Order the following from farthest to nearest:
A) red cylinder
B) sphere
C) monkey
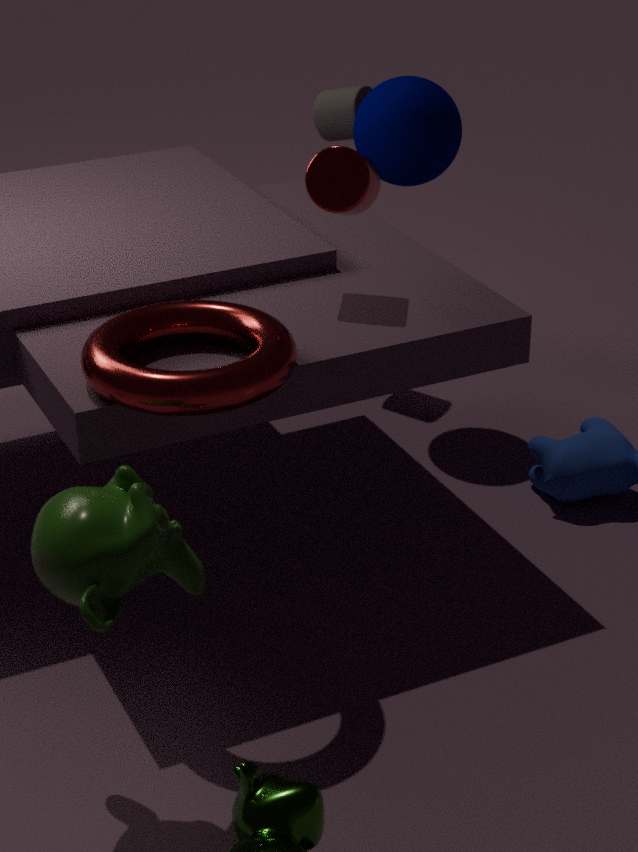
1. sphere
2. red cylinder
3. monkey
